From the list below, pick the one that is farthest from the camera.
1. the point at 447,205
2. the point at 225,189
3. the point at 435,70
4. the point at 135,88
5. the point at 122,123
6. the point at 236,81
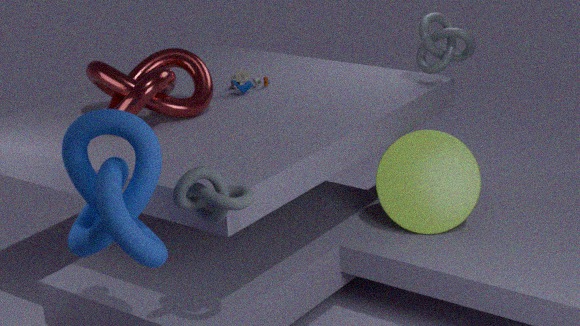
the point at 236,81
